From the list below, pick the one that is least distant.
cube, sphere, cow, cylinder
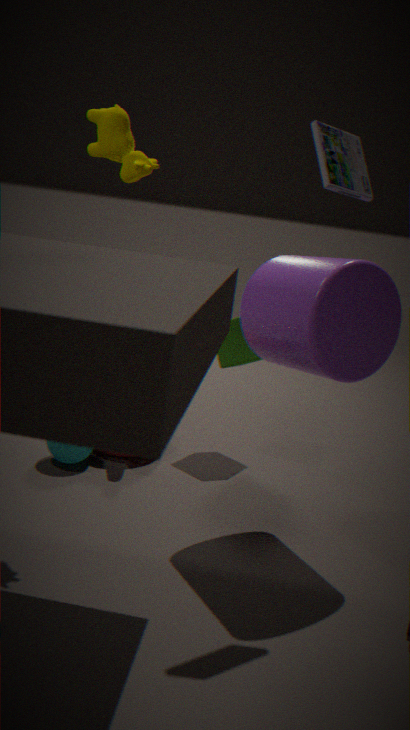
cylinder
